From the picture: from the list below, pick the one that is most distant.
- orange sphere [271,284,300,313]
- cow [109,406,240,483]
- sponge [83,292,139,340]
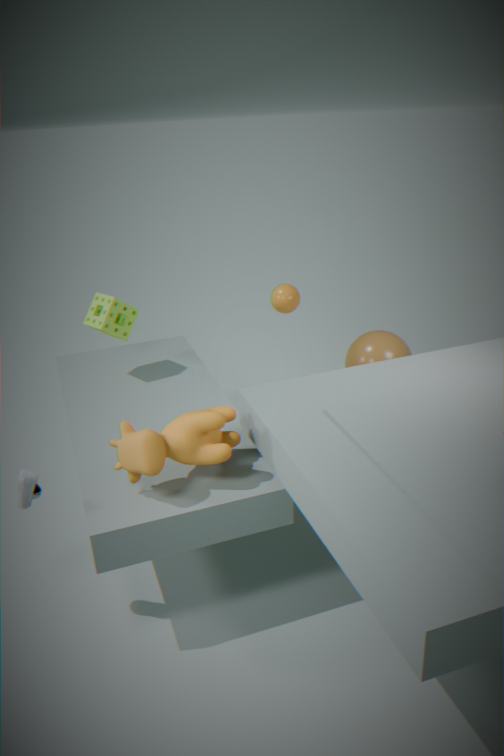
orange sphere [271,284,300,313]
